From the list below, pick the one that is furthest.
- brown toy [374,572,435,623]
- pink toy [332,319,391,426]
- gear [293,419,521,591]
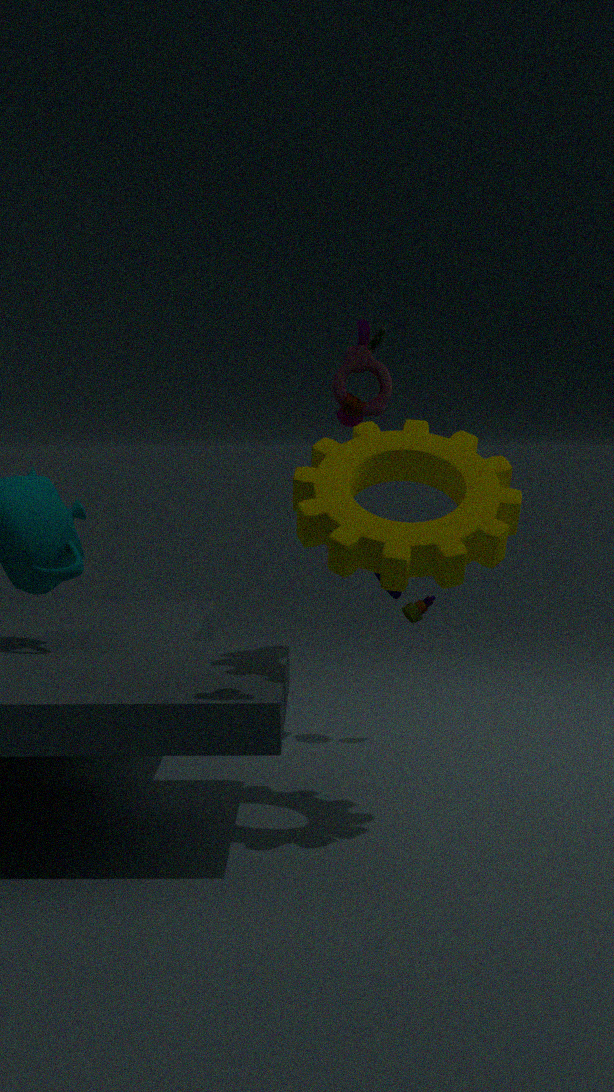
brown toy [374,572,435,623]
